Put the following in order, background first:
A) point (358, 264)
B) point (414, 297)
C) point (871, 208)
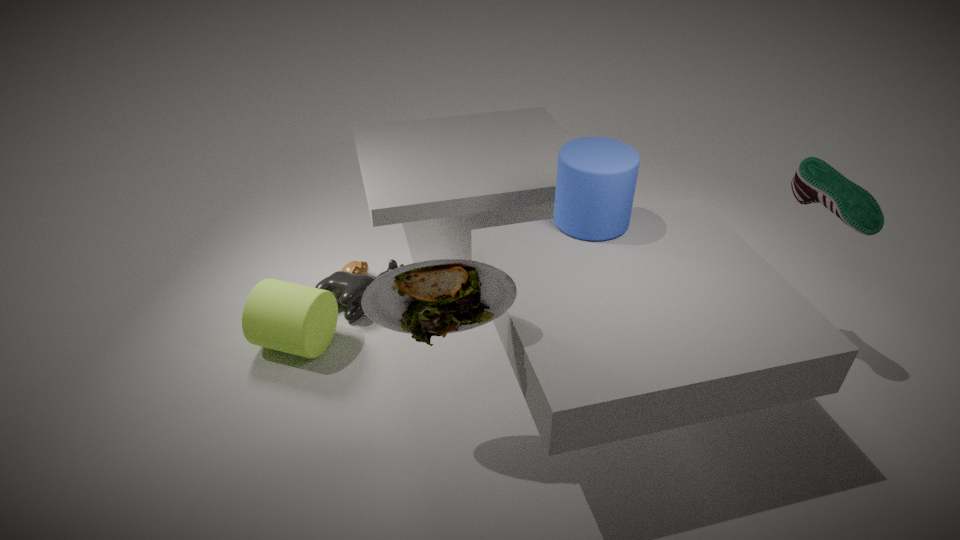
point (358, 264)
point (871, 208)
point (414, 297)
